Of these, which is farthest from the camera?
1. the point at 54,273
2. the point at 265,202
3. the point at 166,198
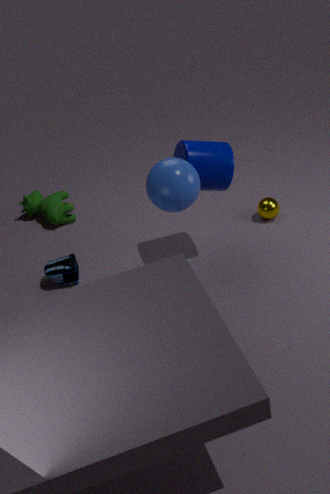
the point at 265,202
